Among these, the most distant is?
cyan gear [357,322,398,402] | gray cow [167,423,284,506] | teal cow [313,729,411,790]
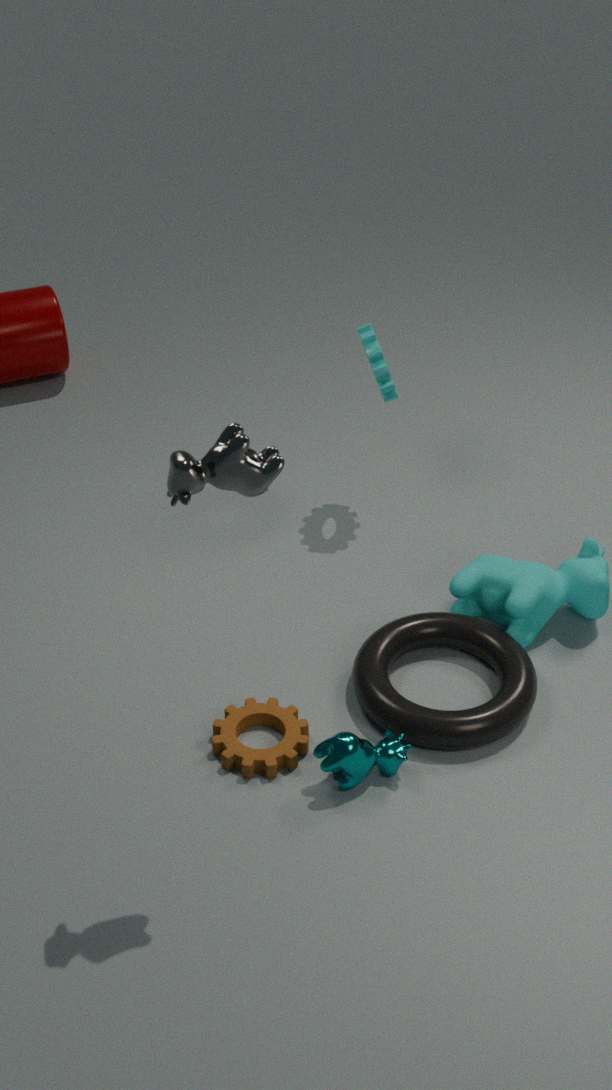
cyan gear [357,322,398,402]
